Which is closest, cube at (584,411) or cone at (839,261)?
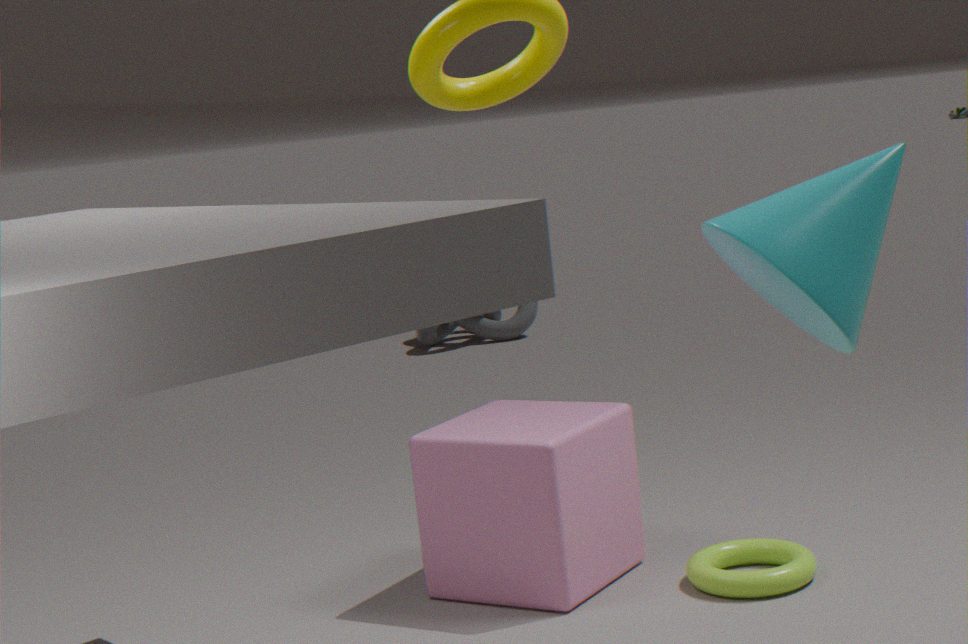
cone at (839,261)
